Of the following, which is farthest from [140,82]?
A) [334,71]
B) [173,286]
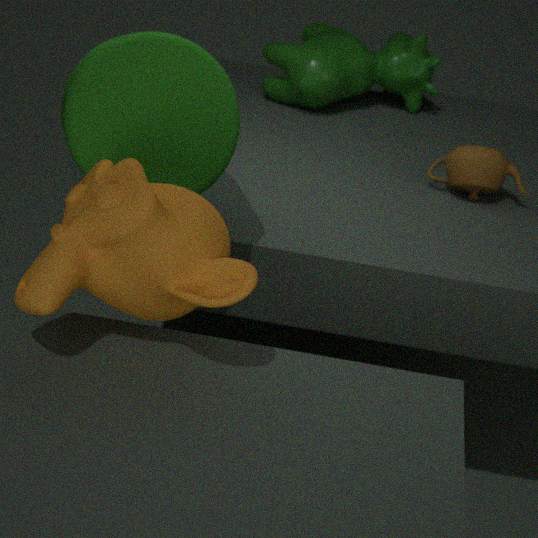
[334,71]
